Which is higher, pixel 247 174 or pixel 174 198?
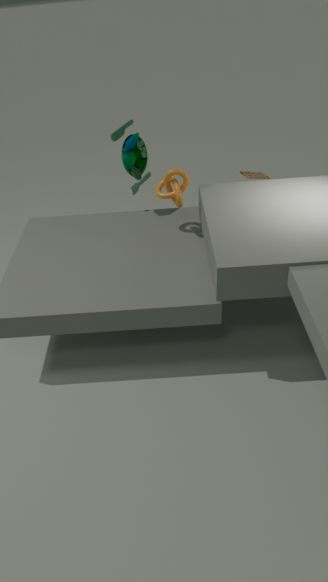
pixel 174 198
